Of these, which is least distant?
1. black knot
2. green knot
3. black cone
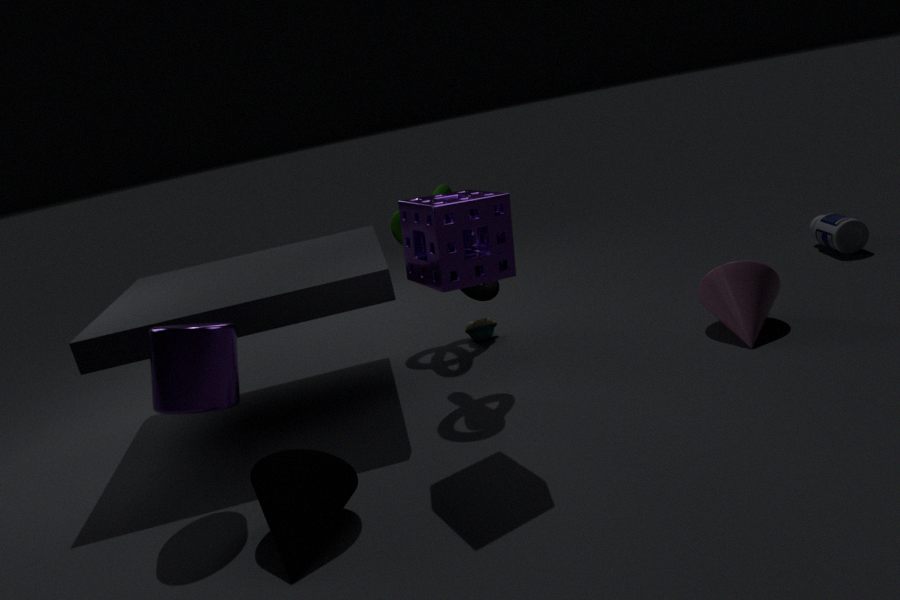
black cone
